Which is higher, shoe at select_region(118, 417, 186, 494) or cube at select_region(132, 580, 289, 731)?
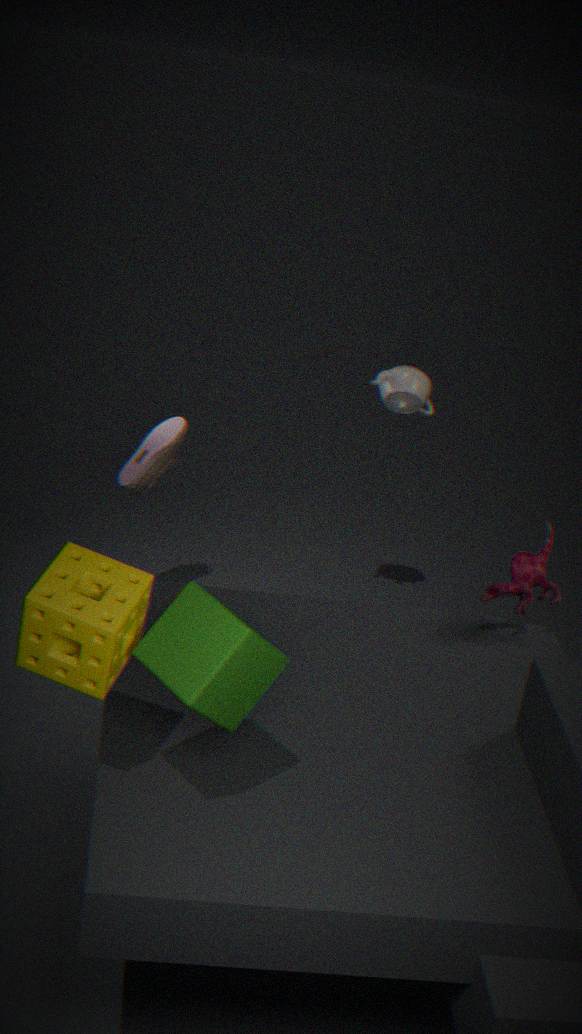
cube at select_region(132, 580, 289, 731)
